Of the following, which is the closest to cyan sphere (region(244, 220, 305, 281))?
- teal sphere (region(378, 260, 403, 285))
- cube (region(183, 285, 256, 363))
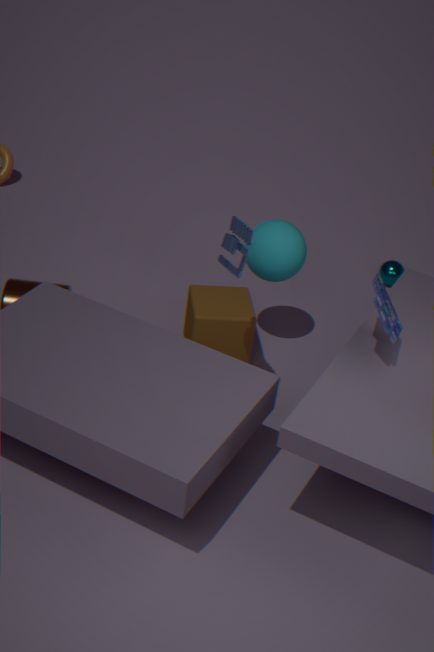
cube (region(183, 285, 256, 363))
